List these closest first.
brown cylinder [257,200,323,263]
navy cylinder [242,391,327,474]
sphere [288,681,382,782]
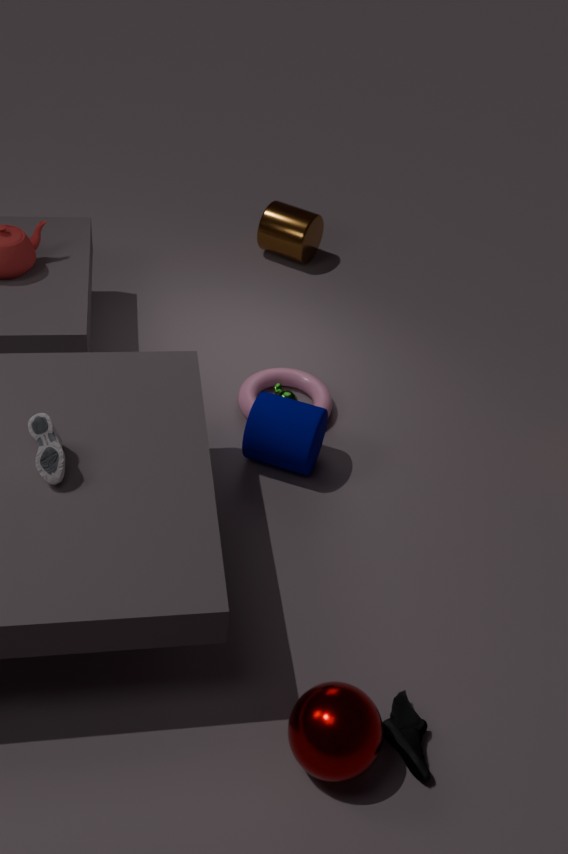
sphere [288,681,382,782]
navy cylinder [242,391,327,474]
brown cylinder [257,200,323,263]
